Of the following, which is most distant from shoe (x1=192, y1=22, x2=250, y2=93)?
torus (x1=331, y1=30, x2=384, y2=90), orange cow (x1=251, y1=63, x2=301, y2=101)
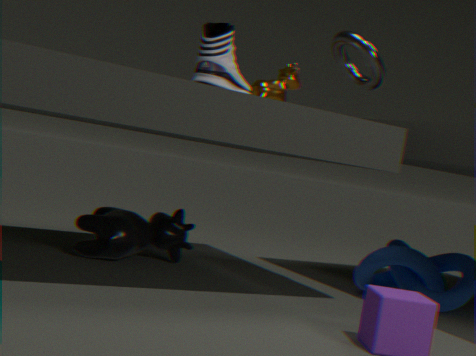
torus (x1=331, y1=30, x2=384, y2=90)
